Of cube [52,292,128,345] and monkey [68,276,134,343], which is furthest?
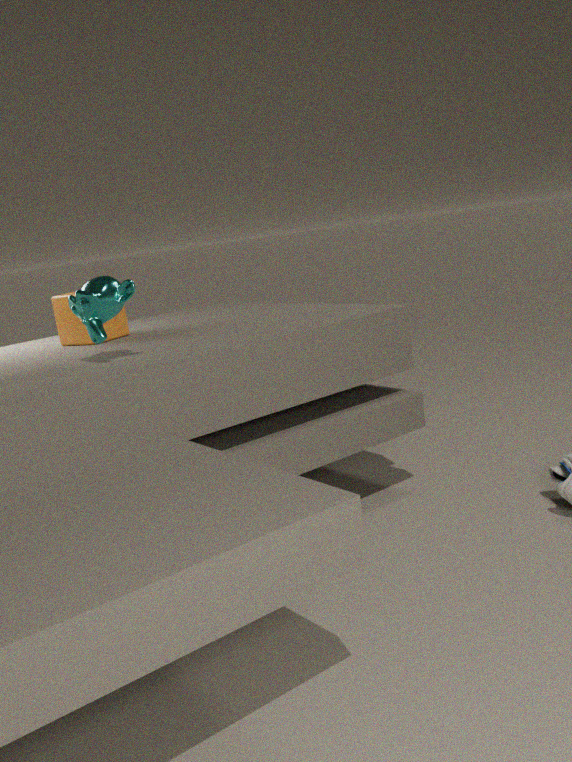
cube [52,292,128,345]
